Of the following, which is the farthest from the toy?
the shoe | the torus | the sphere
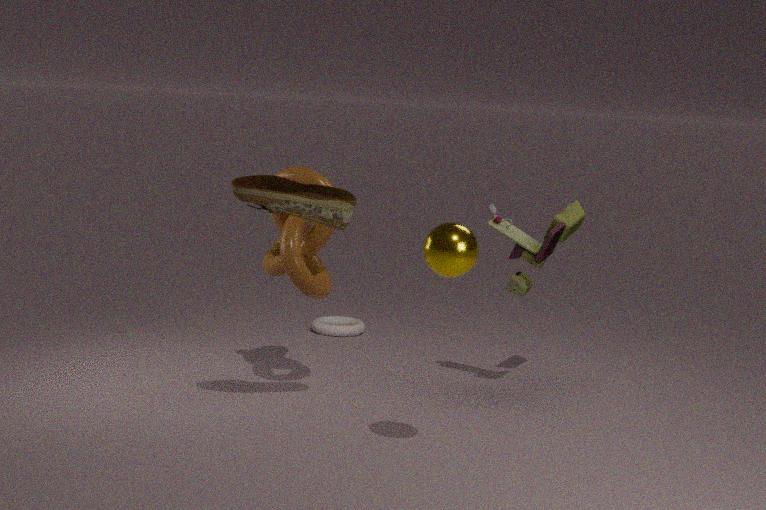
the torus
